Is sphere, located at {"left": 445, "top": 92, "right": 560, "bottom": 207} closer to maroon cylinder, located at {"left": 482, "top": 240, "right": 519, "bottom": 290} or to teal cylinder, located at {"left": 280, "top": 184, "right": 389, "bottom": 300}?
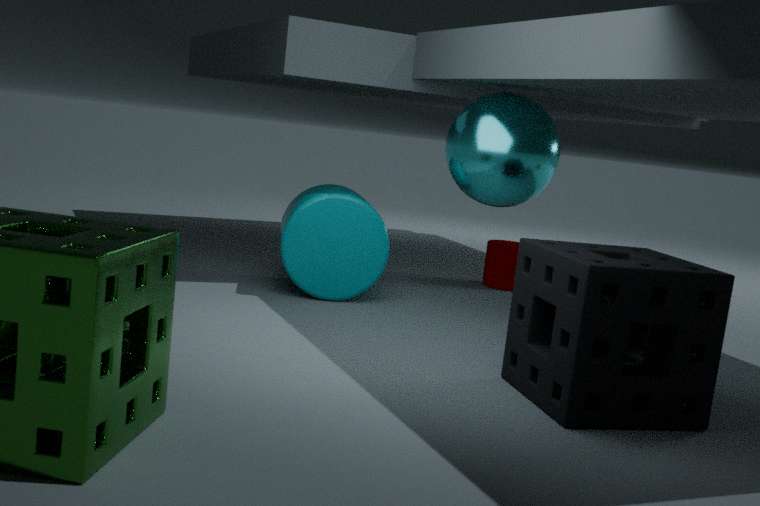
teal cylinder, located at {"left": 280, "top": 184, "right": 389, "bottom": 300}
